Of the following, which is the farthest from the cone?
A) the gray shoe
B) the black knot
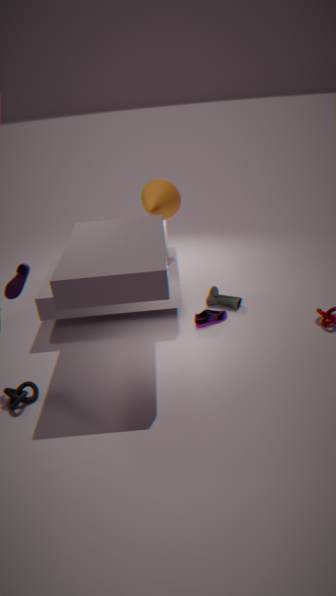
the black knot
